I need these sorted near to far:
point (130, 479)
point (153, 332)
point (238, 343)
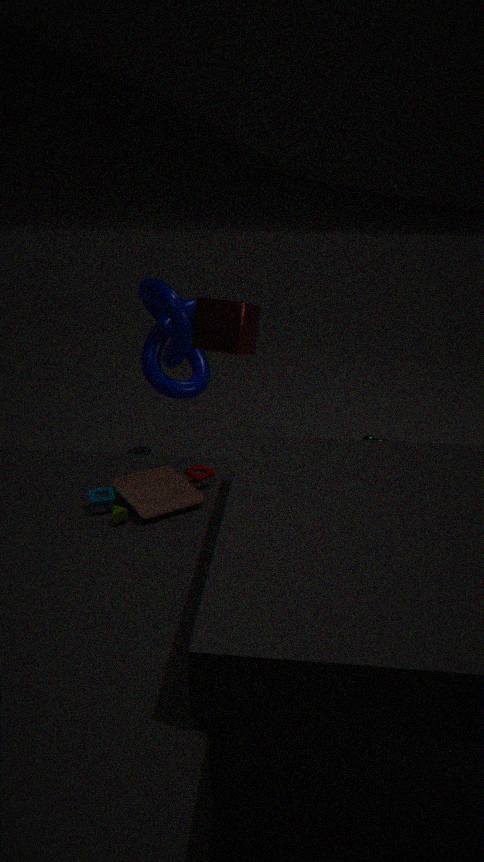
point (130, 479), point (238, 343), point (153, 332)
